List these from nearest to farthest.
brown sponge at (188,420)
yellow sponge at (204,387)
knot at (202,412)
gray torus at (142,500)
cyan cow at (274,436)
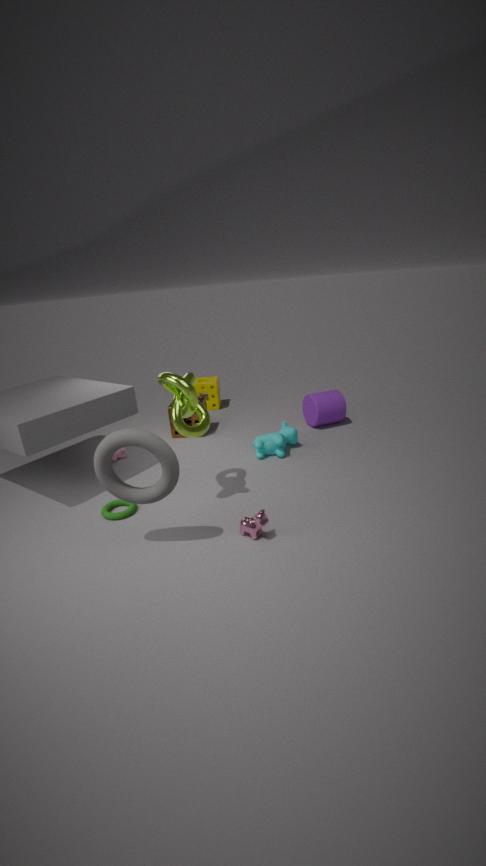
gray torus at (142,500), knot at (202,412), cyan cow at (274,436), brown sponge at (188,420), yellow sponge at (204,387)
